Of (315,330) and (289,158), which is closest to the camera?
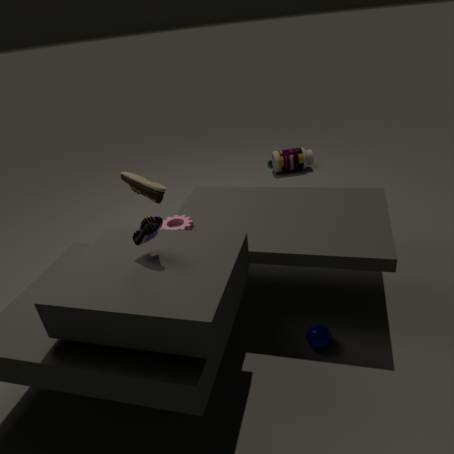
(315,330)
